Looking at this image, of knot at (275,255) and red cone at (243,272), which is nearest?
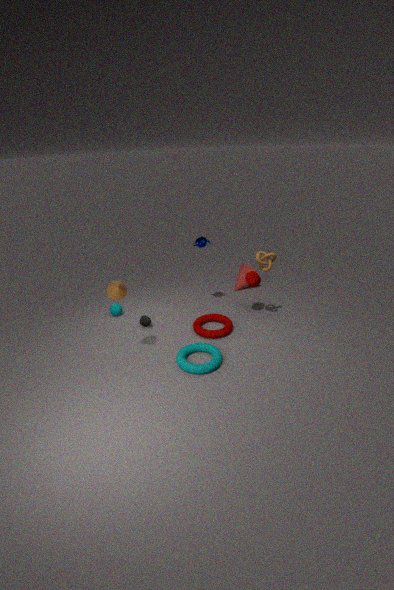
knot at (275,255)
